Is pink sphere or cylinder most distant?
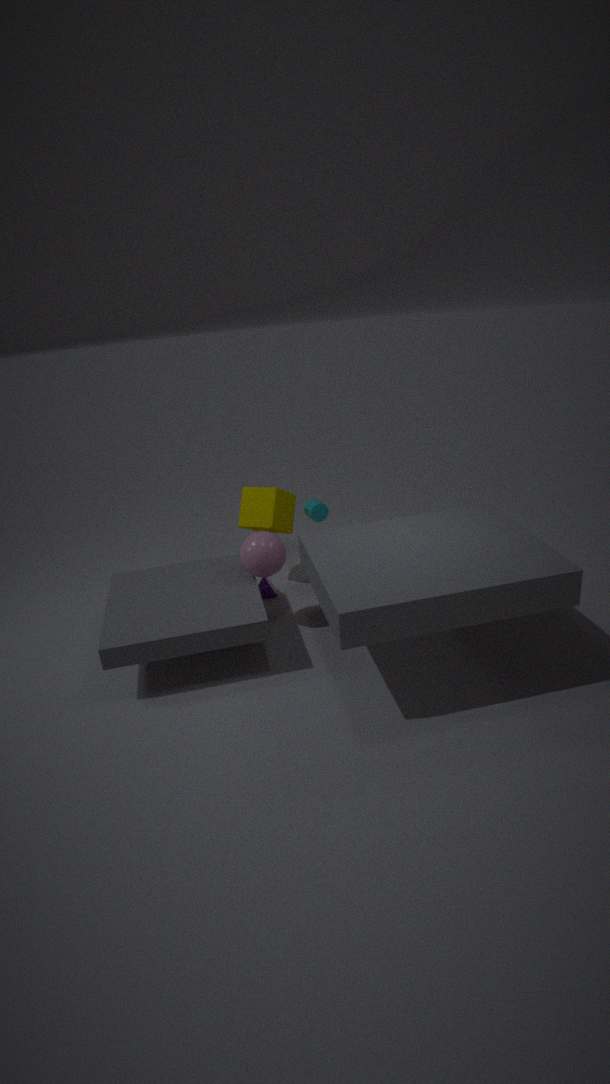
cylinder
